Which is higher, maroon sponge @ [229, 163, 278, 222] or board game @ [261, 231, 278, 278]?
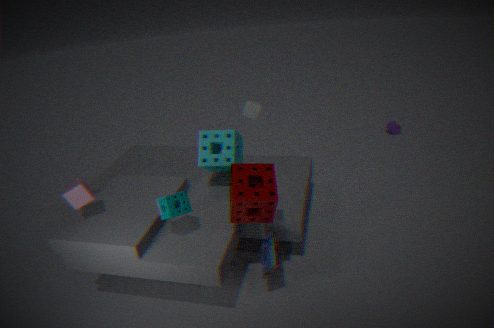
maroon sponge @ [229, 163, 278, 222]
